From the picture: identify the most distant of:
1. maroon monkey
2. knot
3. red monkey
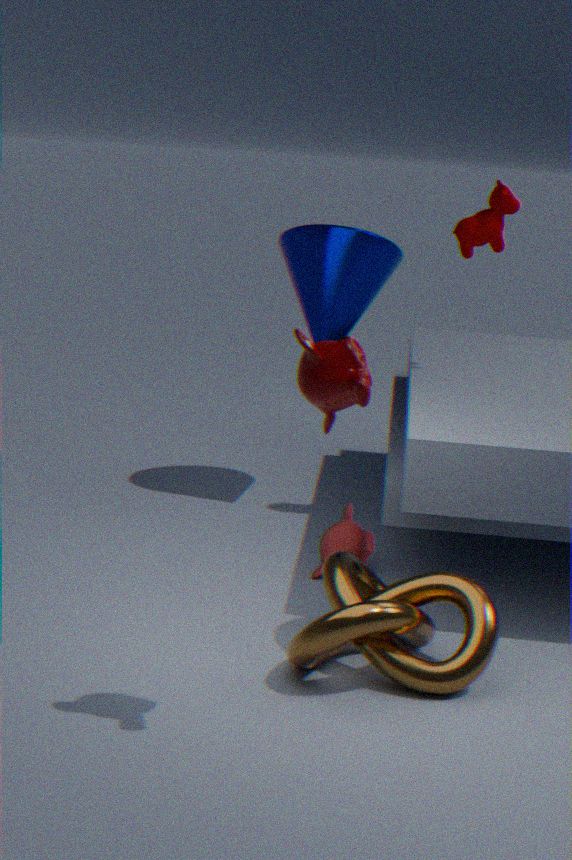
red monkey
